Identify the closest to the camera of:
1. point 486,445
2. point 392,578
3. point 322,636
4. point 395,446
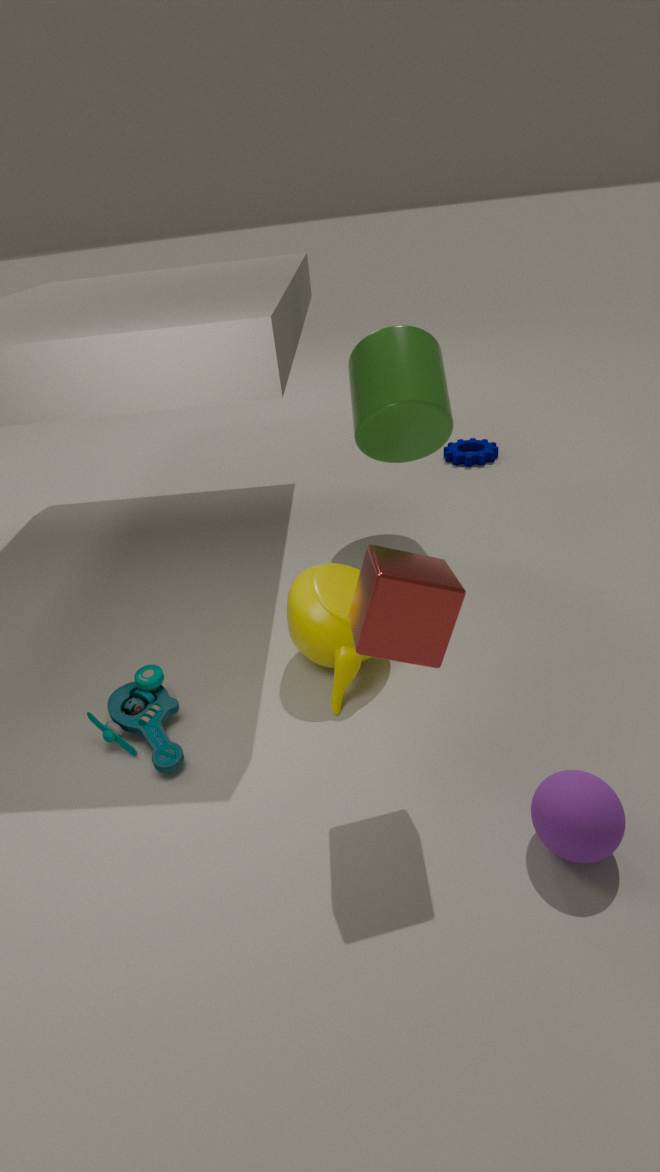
point 392,578
